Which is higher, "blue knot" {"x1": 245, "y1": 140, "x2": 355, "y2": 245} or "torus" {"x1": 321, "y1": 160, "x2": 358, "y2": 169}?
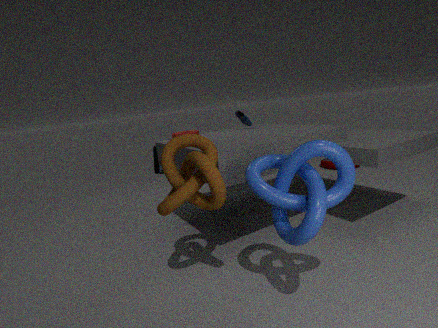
"blue knot" {"x1": 245, "y1": 140, "x2": 355, "y2": 245}
